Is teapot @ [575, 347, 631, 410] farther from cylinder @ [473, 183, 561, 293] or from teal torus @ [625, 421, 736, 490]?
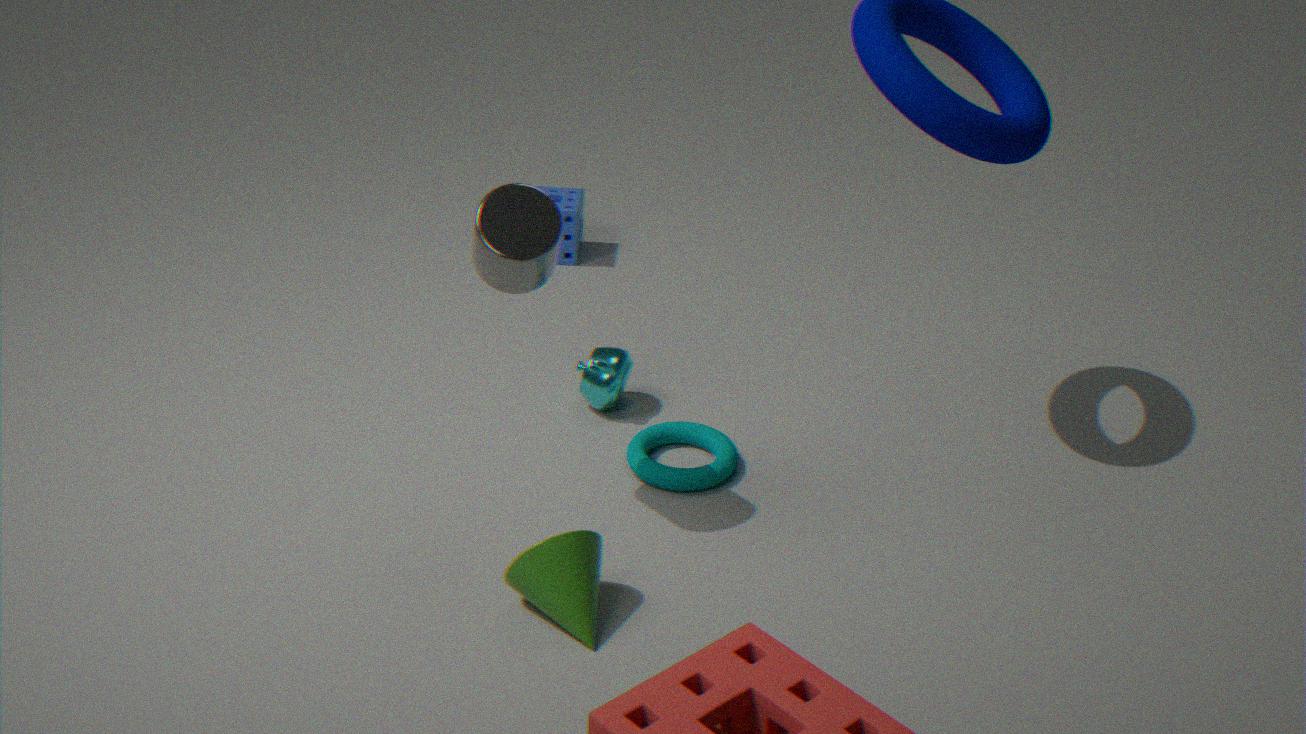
cylinder @ [473, 183, 561, 293]
